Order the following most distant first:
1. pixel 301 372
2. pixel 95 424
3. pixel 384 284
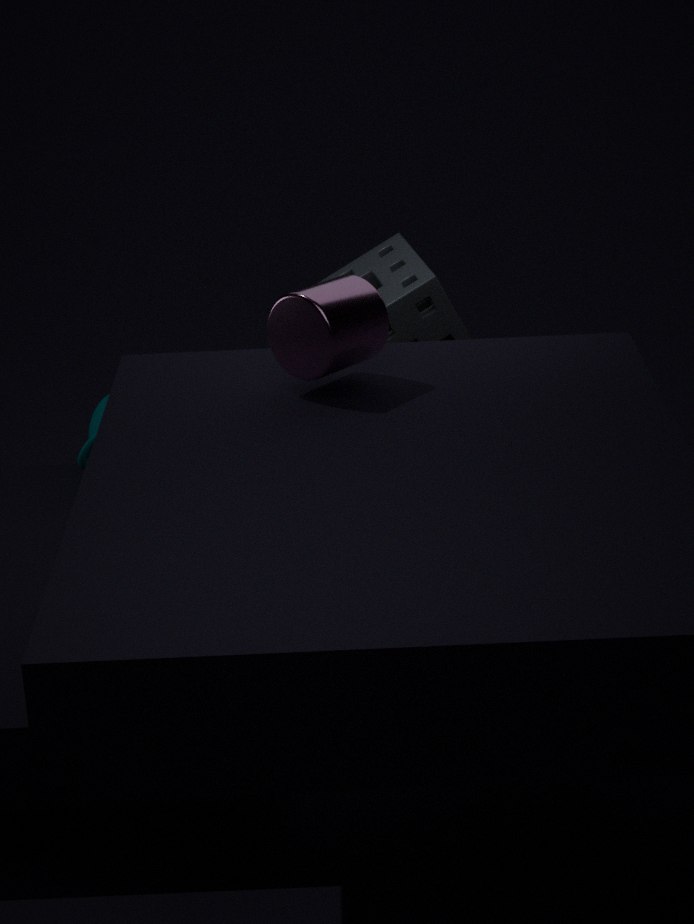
pixel 95 424 < pixel 384 284 < pixel 301 372
